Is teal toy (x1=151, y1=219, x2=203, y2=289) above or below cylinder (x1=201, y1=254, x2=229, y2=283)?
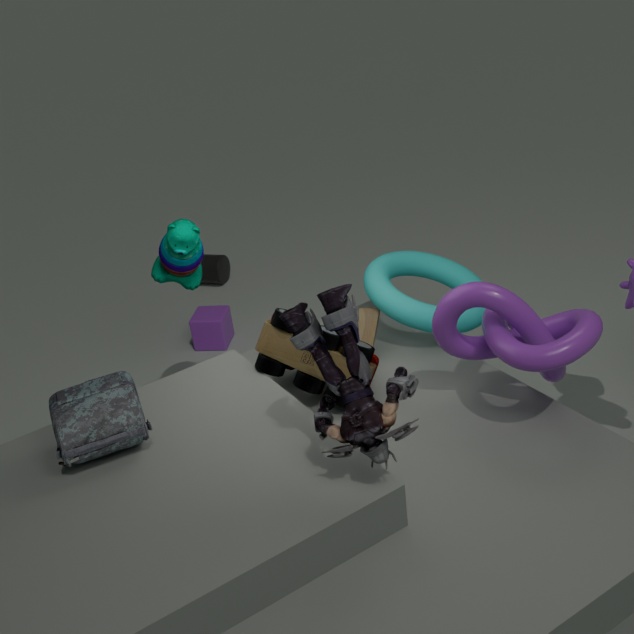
above
